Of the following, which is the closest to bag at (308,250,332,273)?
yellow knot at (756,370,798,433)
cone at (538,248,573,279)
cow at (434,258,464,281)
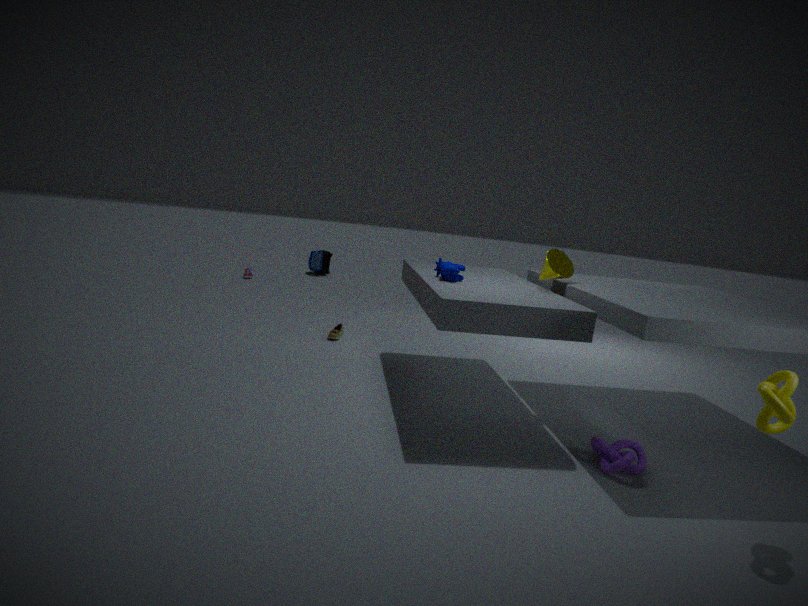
cow at (434,258,464,281)
